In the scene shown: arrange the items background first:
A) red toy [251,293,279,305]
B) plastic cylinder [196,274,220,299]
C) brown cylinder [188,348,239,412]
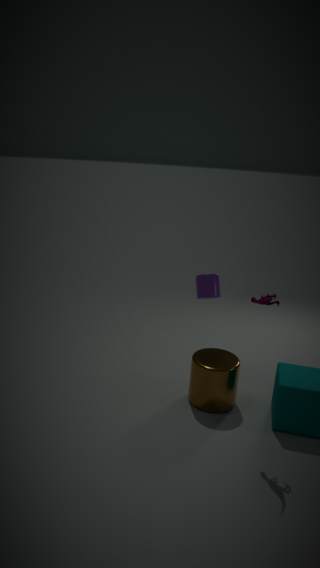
1. plastic cylinder [196,274,220,299]
2. brown cylinder [188,348,239,412]
3. red toy [251,293,279,305]
